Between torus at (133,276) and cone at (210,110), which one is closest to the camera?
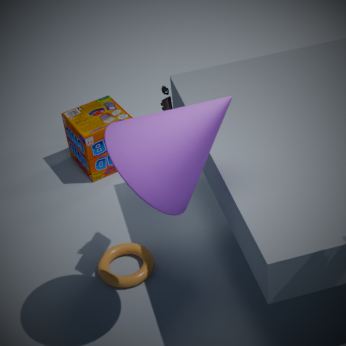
cone at (210,110)
